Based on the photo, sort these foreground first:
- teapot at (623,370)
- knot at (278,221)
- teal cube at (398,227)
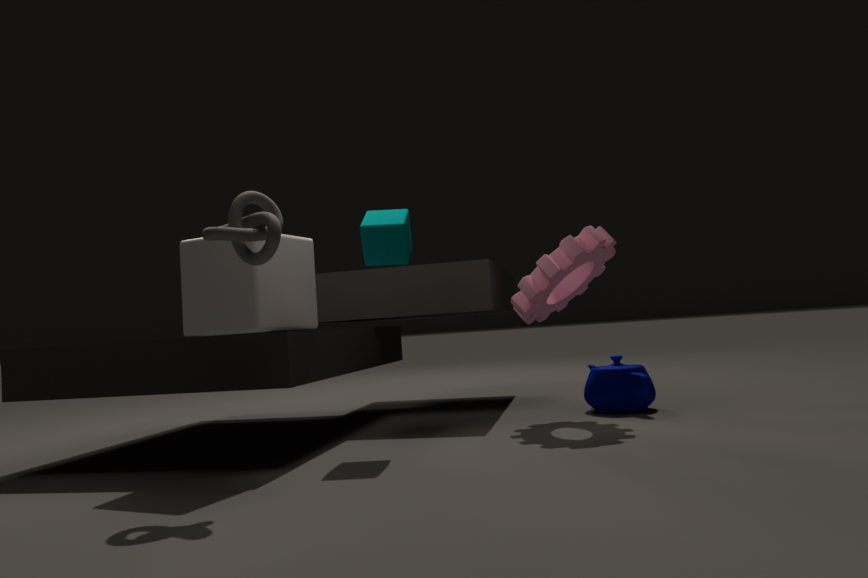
knot at (278,221), teal cube at (398,227), teapot at (623,370)
